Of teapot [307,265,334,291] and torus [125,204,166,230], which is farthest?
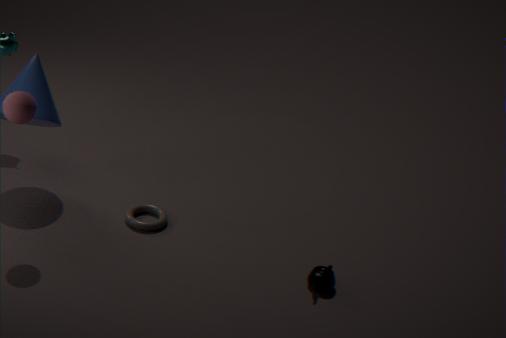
torus [125,204,166,230]
